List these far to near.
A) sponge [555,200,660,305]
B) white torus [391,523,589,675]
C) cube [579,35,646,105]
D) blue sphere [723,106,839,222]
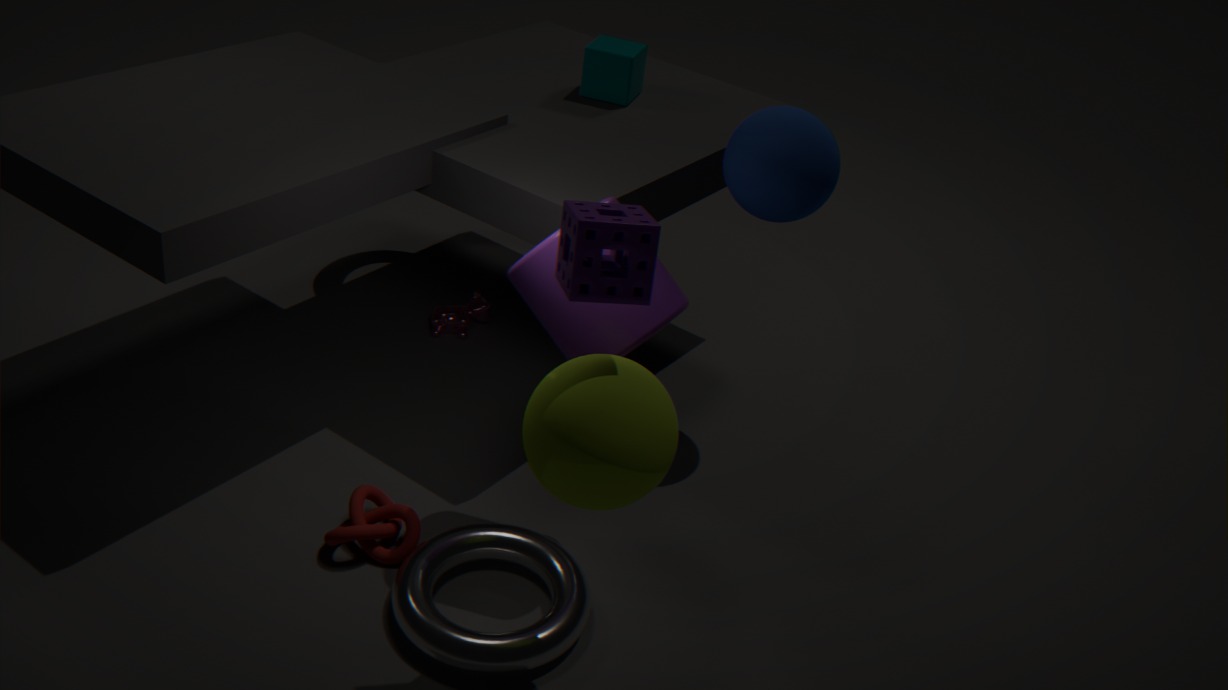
cube [579,35,646,105] → blue sphere [723,106,839,222] → white torus [391,523,589,675] → sponge [555,200,660,305]
